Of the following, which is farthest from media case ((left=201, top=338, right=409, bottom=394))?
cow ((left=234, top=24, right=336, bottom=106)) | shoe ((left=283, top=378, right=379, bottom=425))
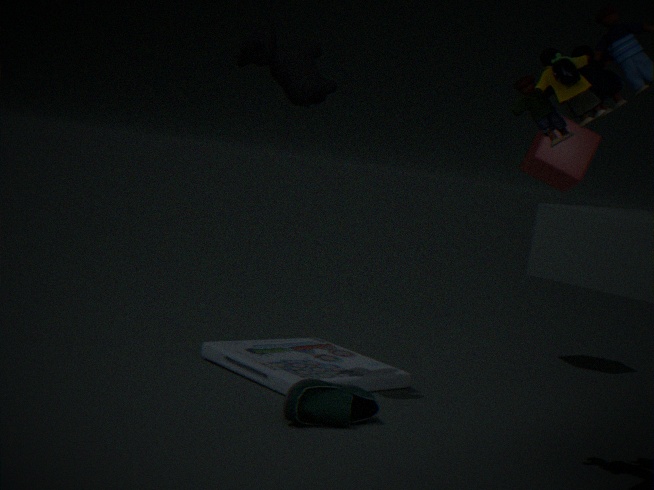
cow ((left=234, top=24, right=336, bottom=106))
